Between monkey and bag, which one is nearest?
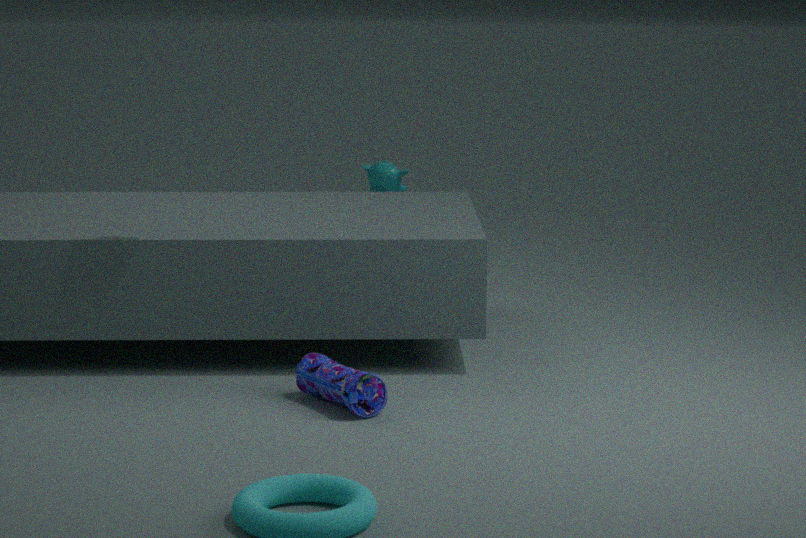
bag
